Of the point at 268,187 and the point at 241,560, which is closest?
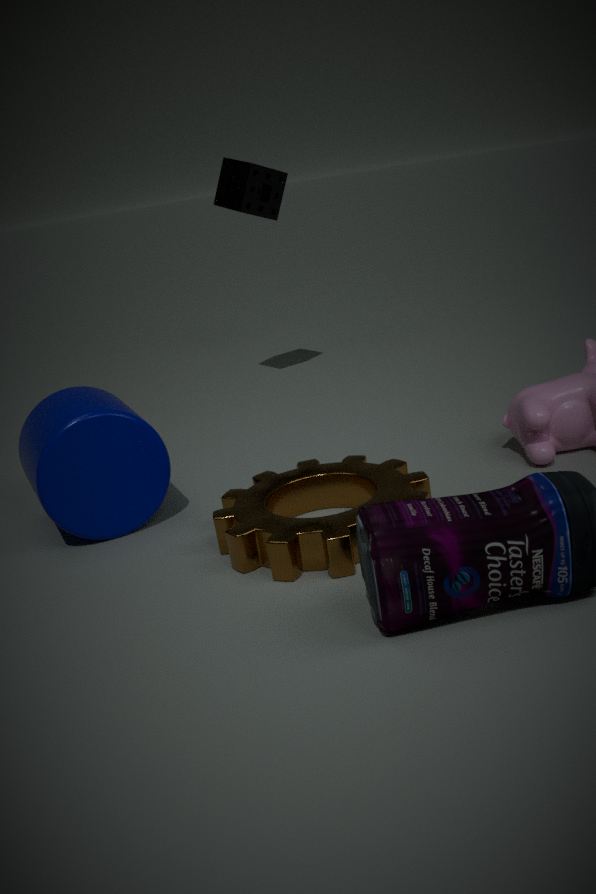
the point at 241,560
